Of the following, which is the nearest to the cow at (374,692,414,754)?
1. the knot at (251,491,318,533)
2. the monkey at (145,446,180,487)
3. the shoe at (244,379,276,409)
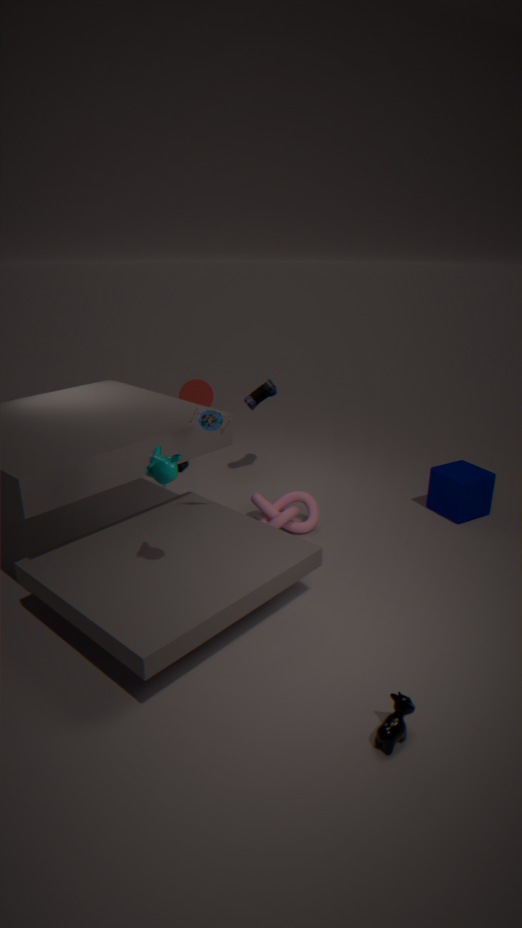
the monkey at (145,446,180,487)
